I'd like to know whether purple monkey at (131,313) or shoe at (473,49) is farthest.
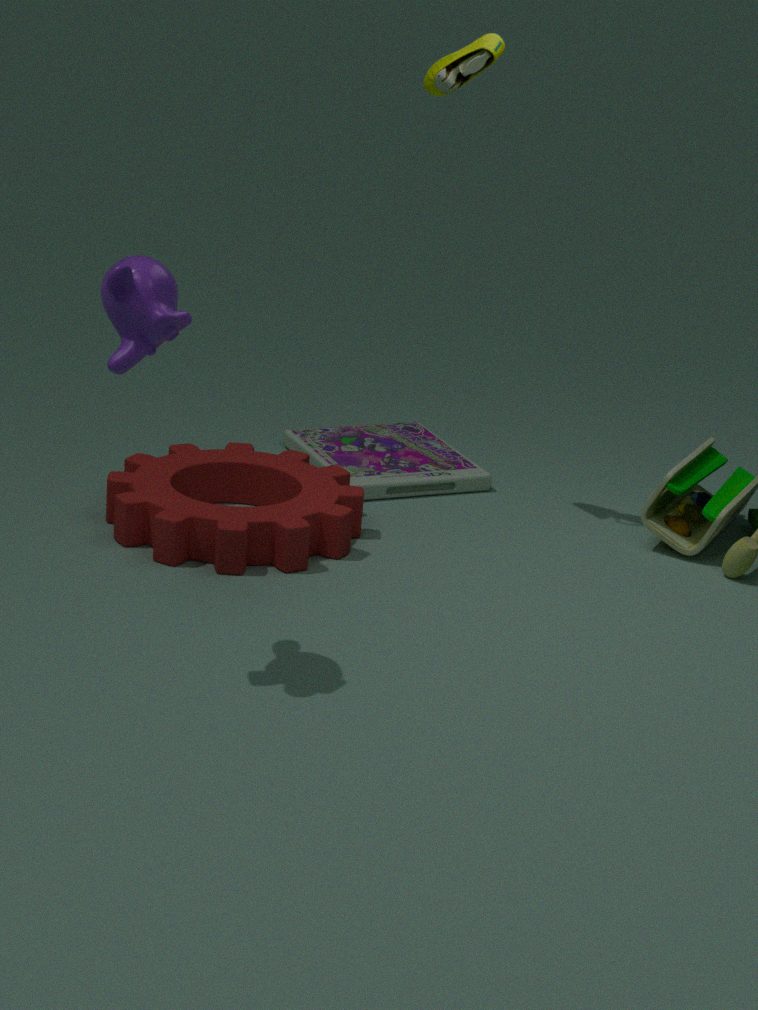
shoe at (473,49)
